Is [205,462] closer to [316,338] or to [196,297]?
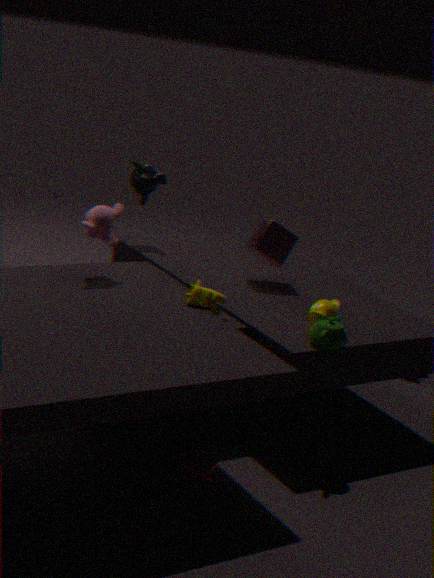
[196,297]
